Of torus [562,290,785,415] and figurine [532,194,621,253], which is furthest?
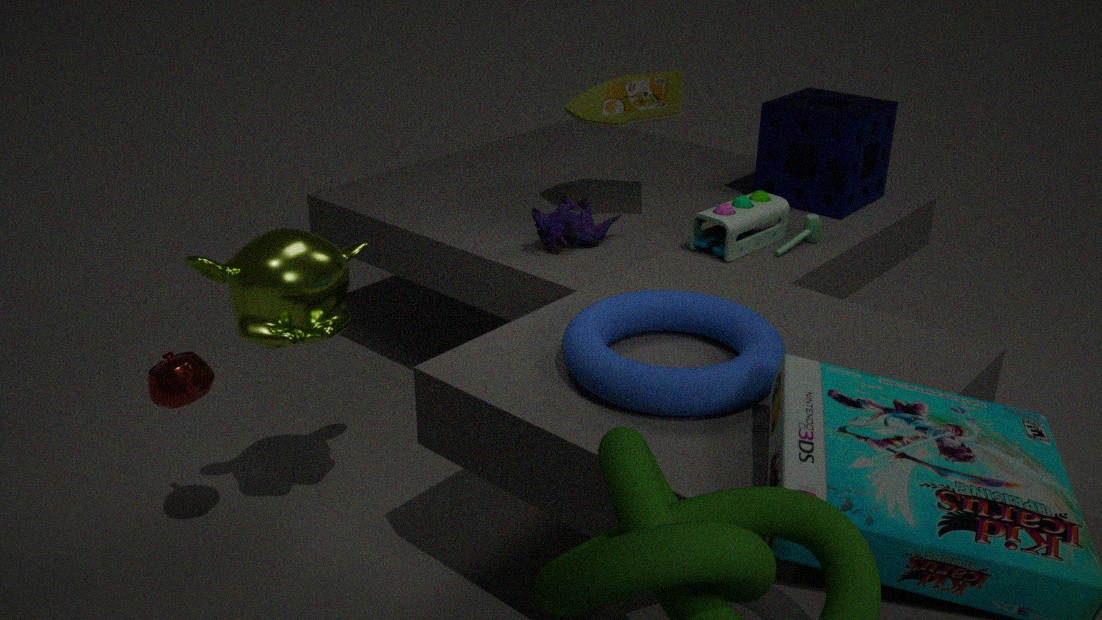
figurine [532,194,621,253]
